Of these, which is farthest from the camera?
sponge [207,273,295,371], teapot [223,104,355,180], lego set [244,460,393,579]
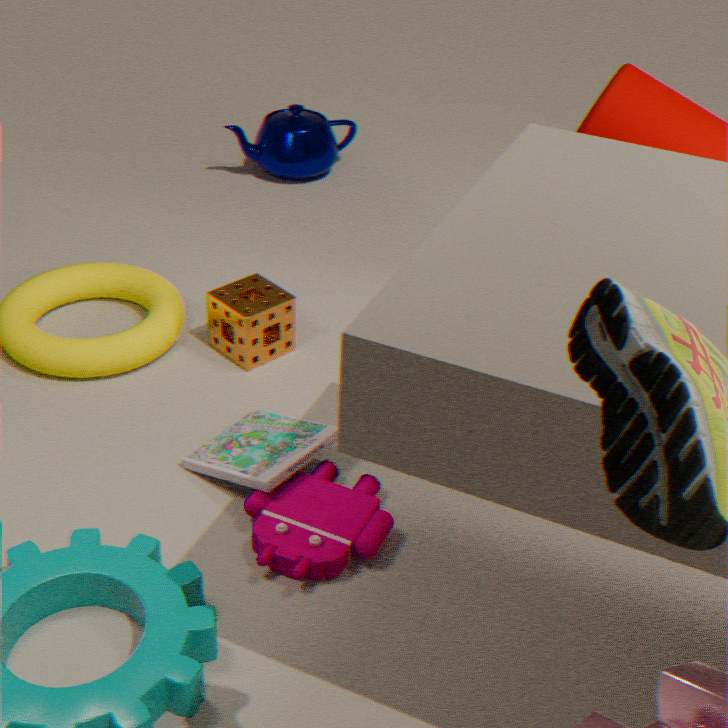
teapot [223,104,355,180]
